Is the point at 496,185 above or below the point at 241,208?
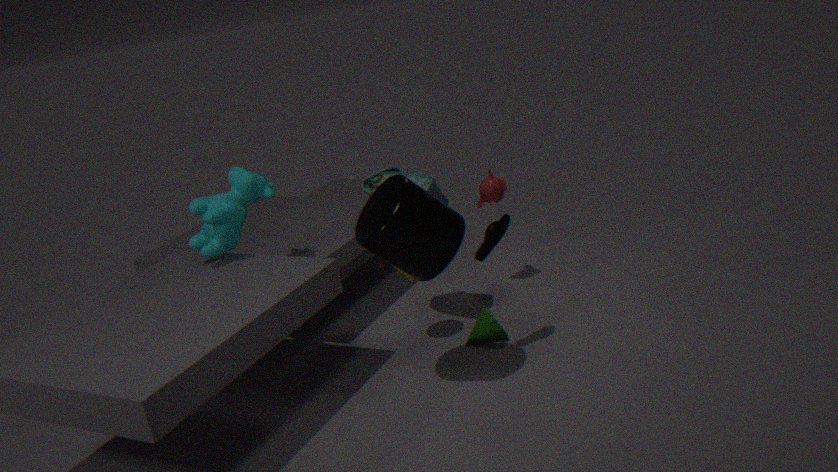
below
